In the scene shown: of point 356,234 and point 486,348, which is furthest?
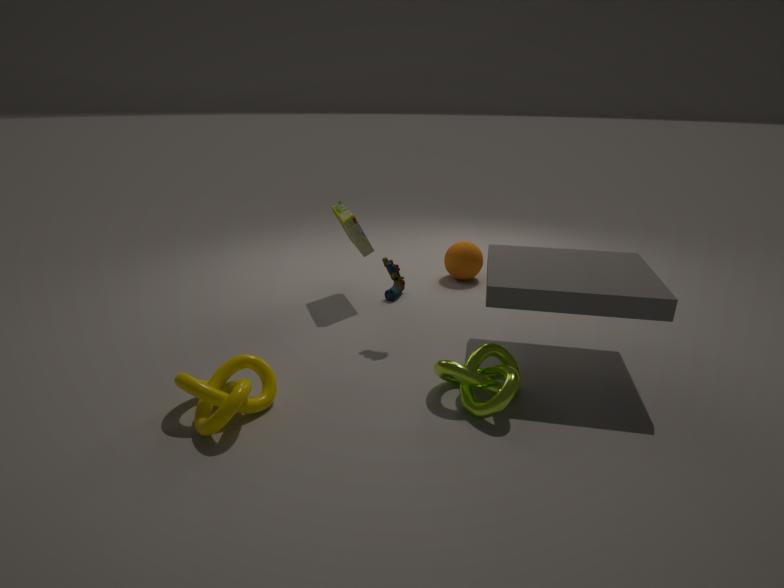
point 356,234
